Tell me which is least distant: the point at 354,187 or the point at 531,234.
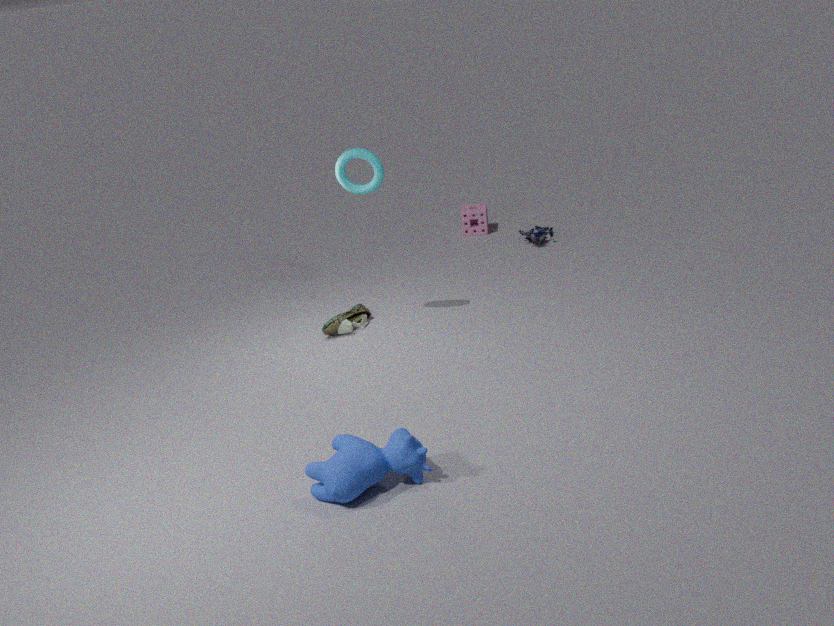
the point at 354,187
